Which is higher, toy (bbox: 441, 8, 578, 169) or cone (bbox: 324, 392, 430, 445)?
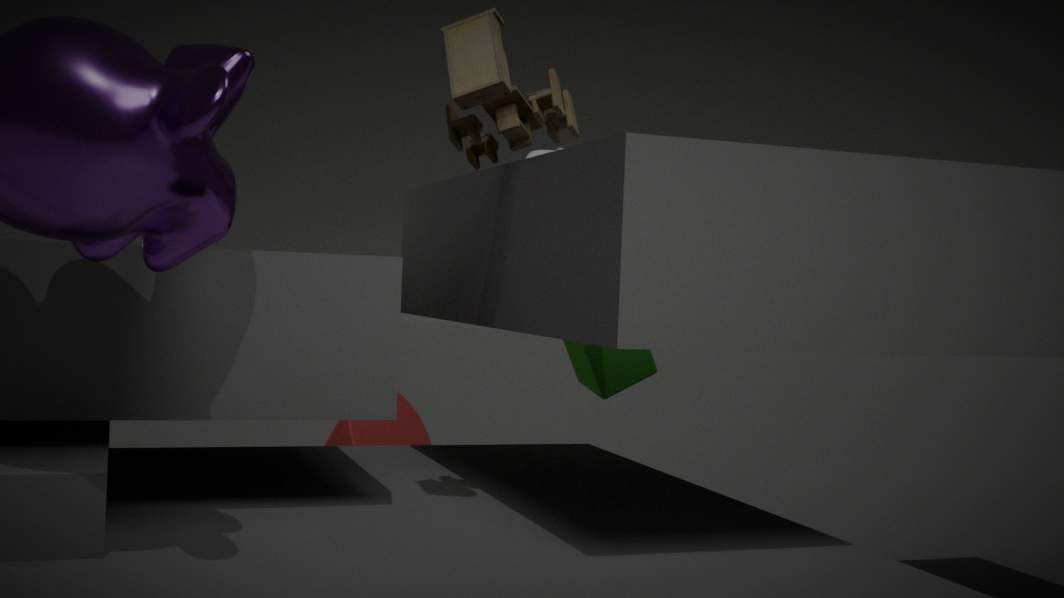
toy (bbox: 441, 8, 578, 169)
